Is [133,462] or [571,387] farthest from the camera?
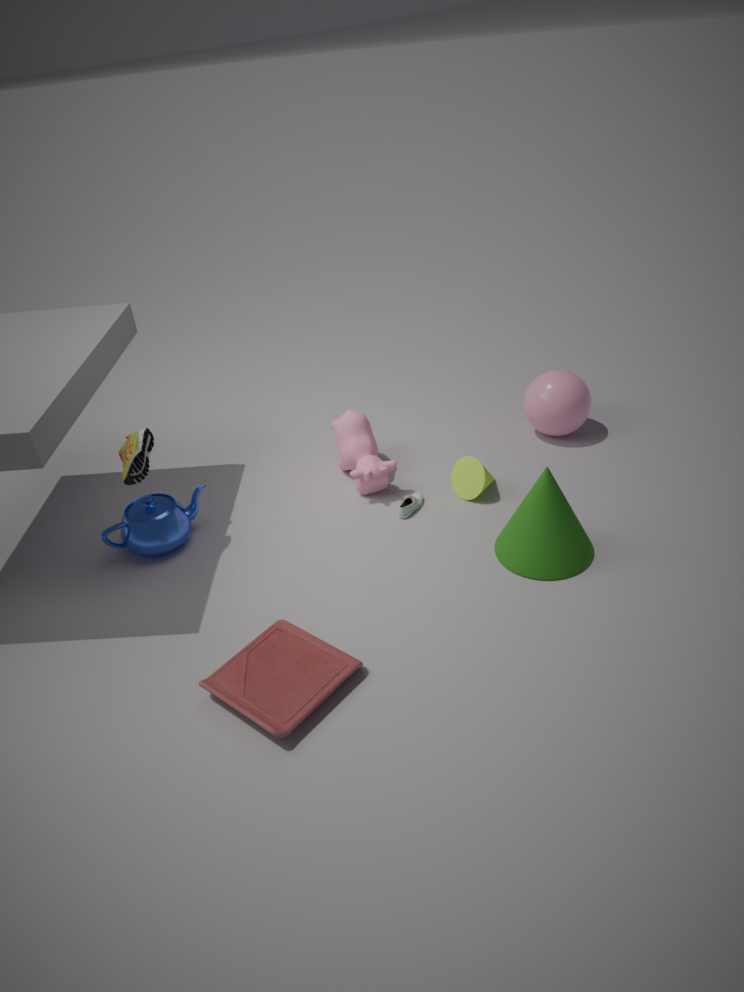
[571,387]
